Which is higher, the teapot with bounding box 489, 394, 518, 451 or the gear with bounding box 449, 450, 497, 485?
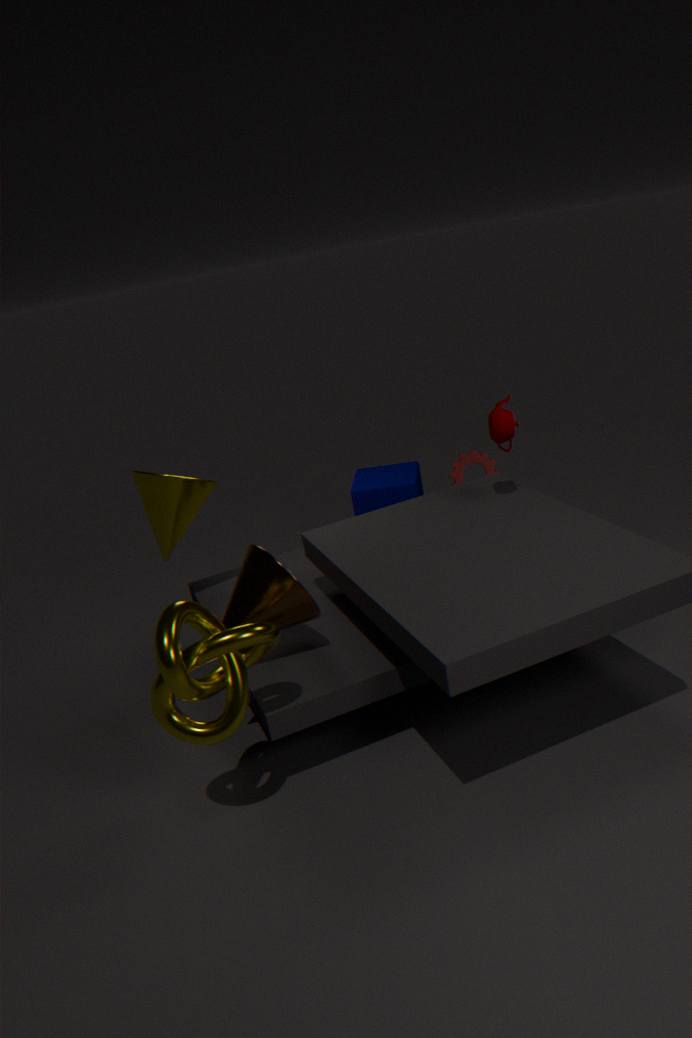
the teapot with bounding box 489, 394, 518, 451
